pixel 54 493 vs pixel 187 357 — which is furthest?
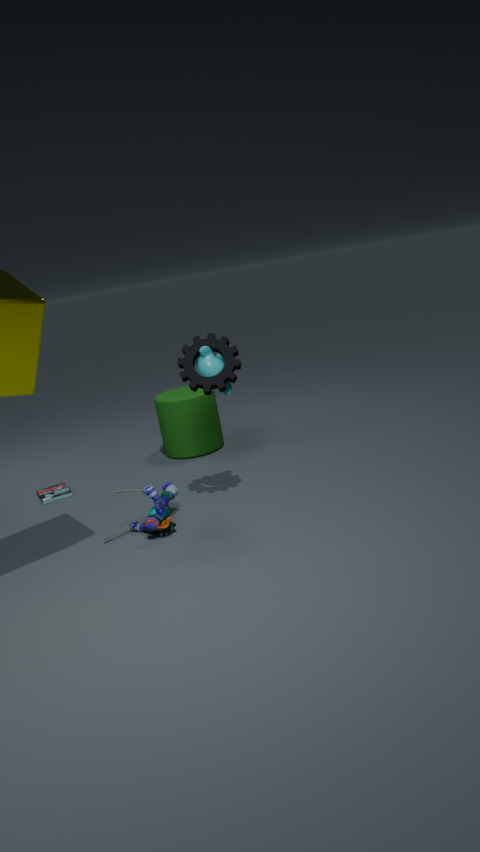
pixel 54 493
